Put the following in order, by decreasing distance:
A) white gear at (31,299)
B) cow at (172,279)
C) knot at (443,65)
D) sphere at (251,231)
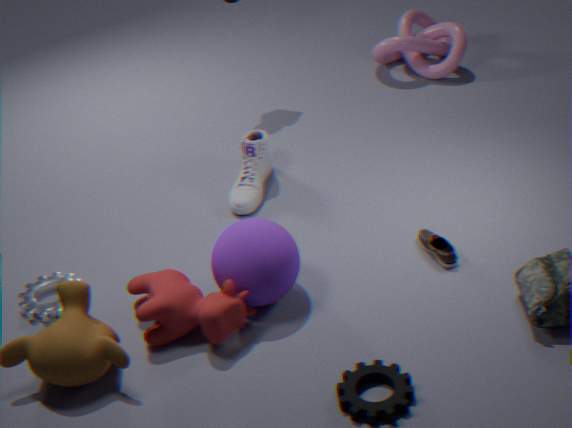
knot at (443,65) < white gear at (31,299) < sphere at (251,231) < cow at (172,279)
